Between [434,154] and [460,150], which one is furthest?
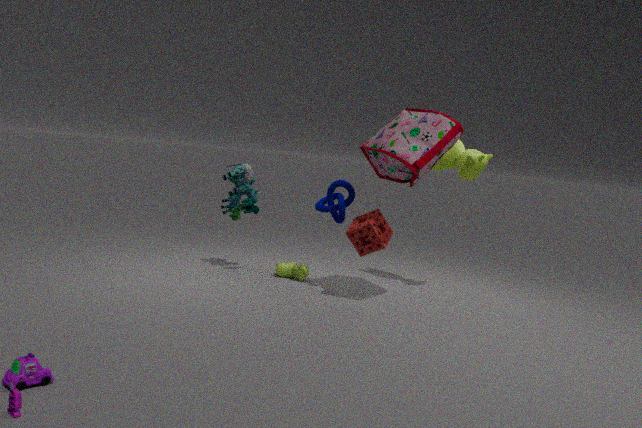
[460,150]
